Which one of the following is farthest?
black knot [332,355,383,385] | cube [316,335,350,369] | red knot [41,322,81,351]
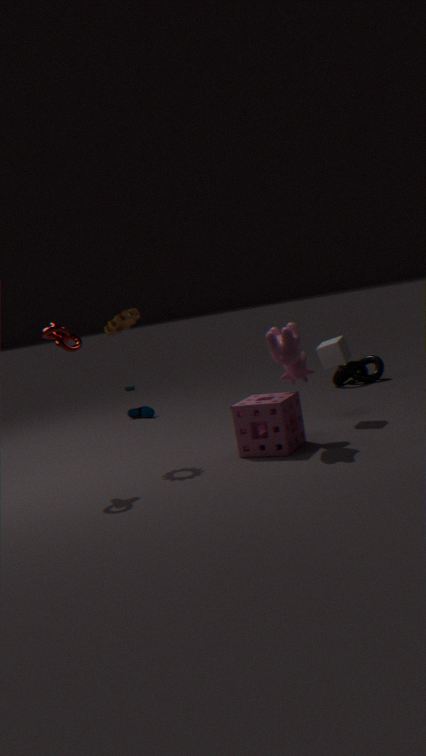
black knot [332,355,383,385]
